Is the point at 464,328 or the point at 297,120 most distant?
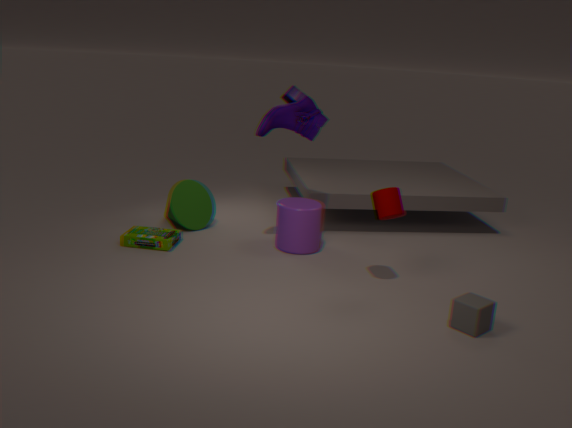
the point at 297,120
